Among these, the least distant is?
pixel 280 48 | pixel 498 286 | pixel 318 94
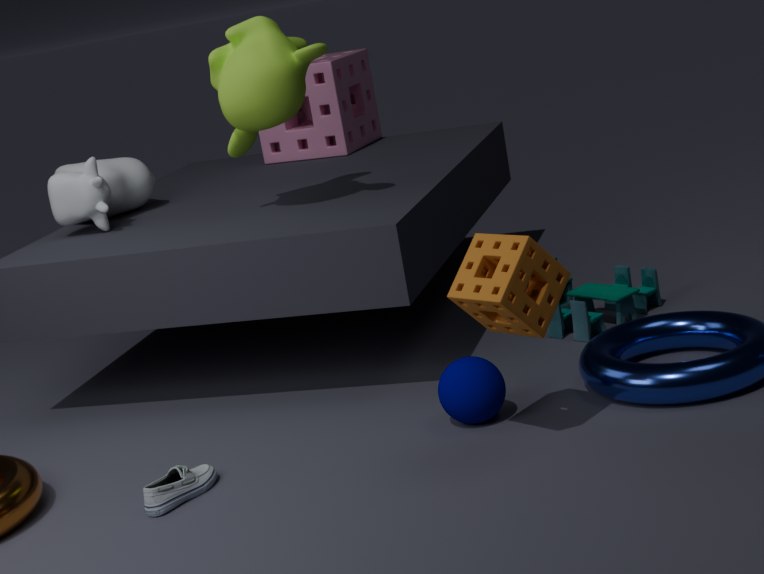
pixel 498 286
